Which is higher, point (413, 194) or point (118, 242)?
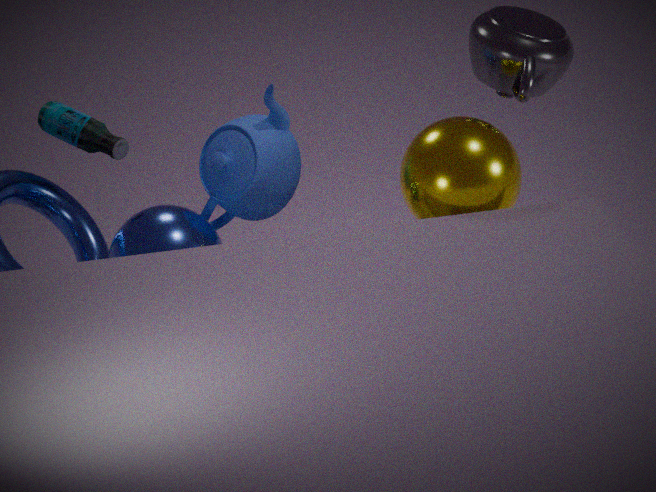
point (413, 194)
